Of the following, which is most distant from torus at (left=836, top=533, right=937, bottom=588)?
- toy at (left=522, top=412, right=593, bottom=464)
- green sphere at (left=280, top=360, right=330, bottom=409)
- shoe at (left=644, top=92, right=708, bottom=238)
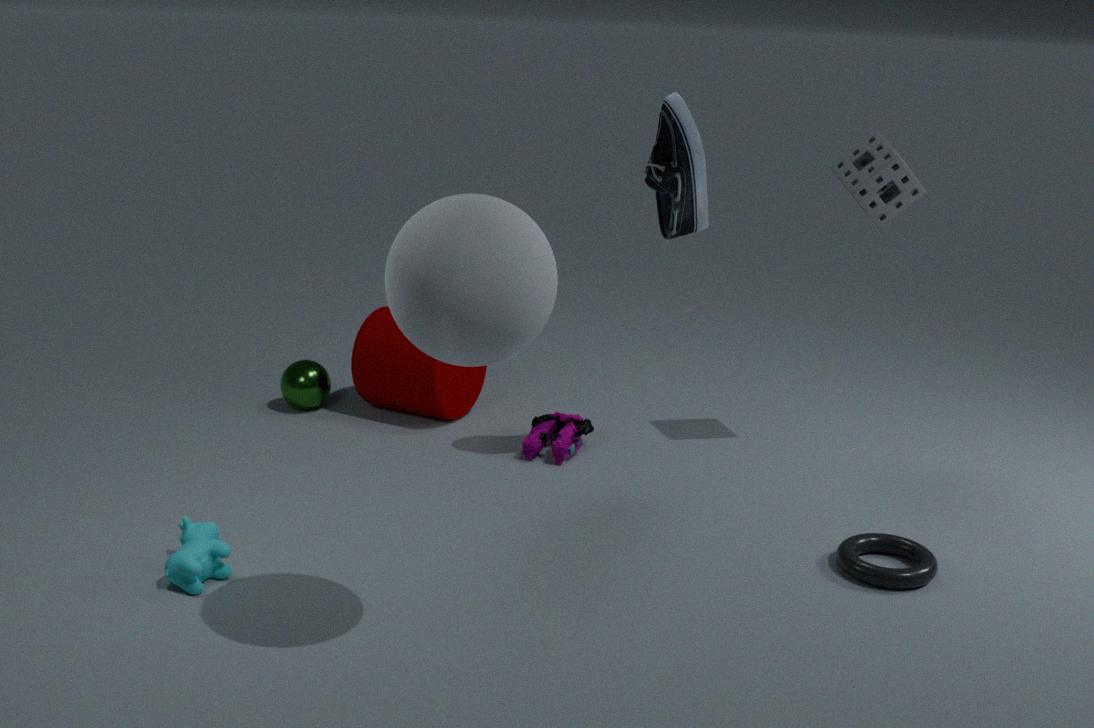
green sphere at (left=280, top=360, right=330, bottom=409)
